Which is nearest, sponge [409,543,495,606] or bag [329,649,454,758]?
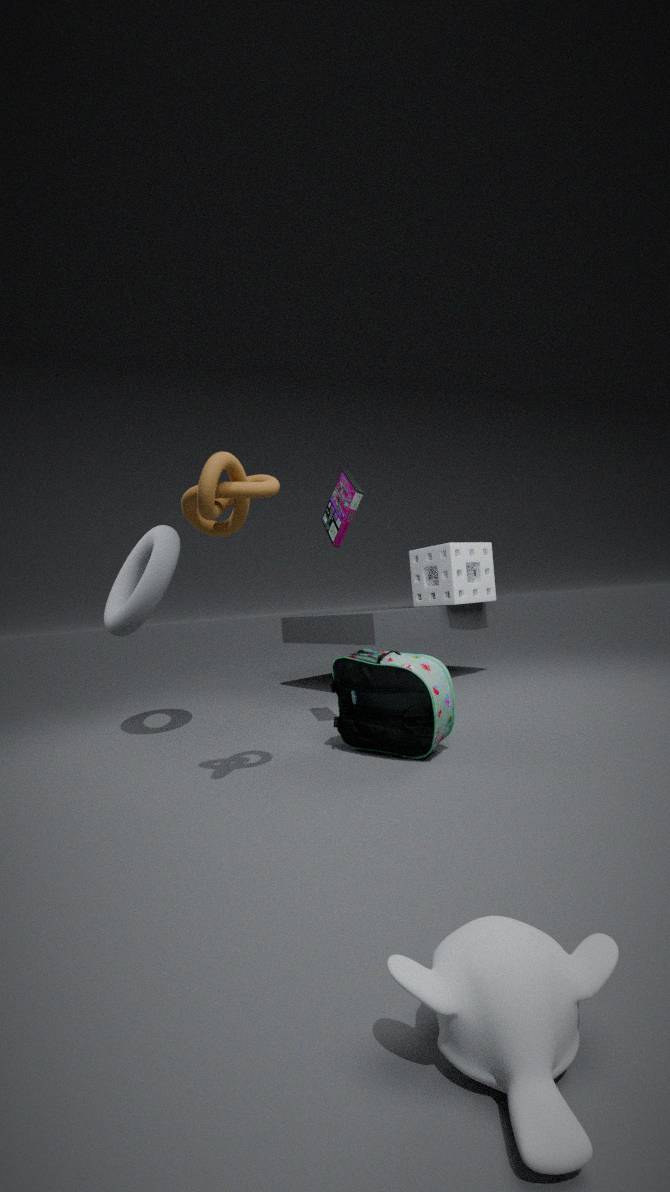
bag [329,649,454,758]
